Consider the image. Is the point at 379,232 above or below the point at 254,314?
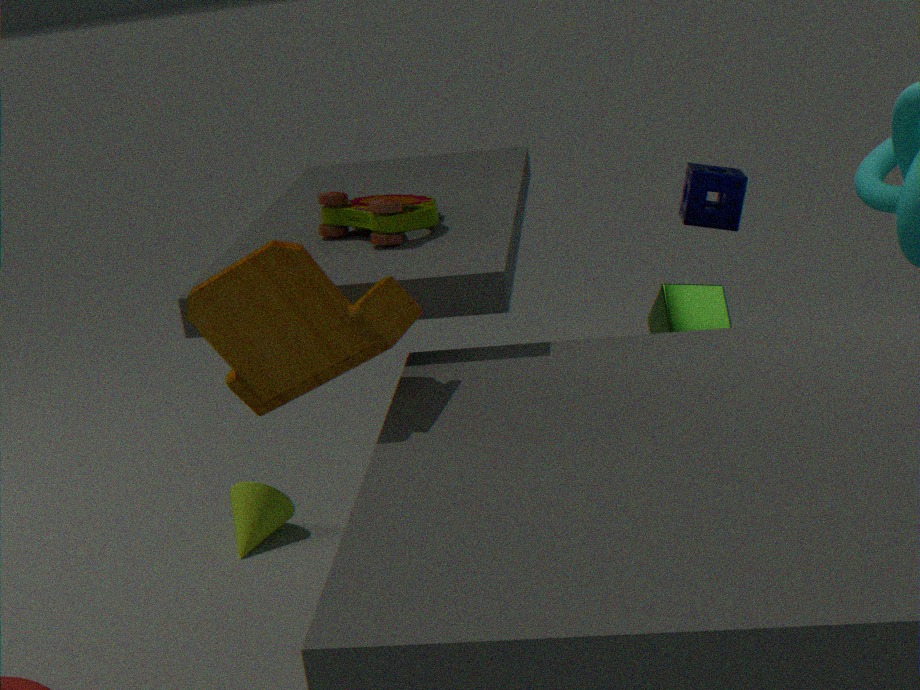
above
